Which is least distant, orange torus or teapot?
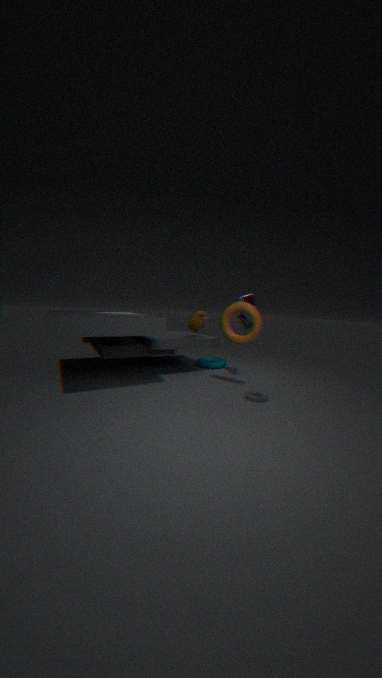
orange torus
